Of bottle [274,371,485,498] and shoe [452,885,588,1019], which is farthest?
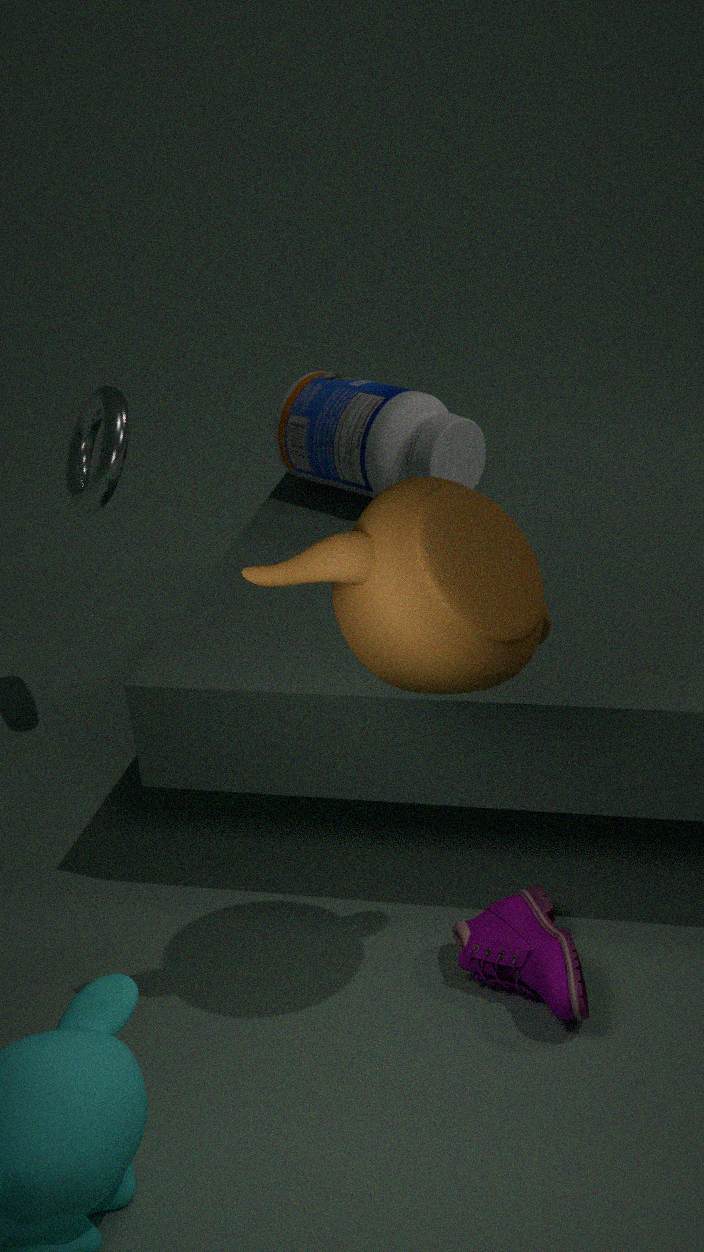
bottle [274,371,485,498]
